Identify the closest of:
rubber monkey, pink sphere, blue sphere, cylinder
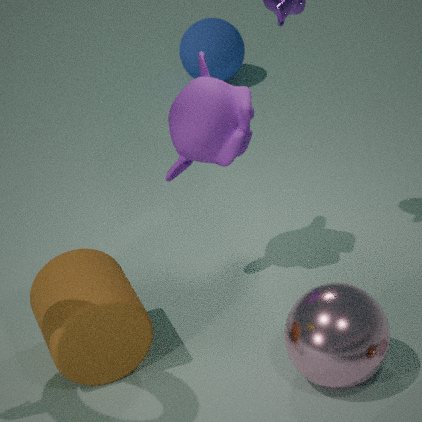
pink sphere
